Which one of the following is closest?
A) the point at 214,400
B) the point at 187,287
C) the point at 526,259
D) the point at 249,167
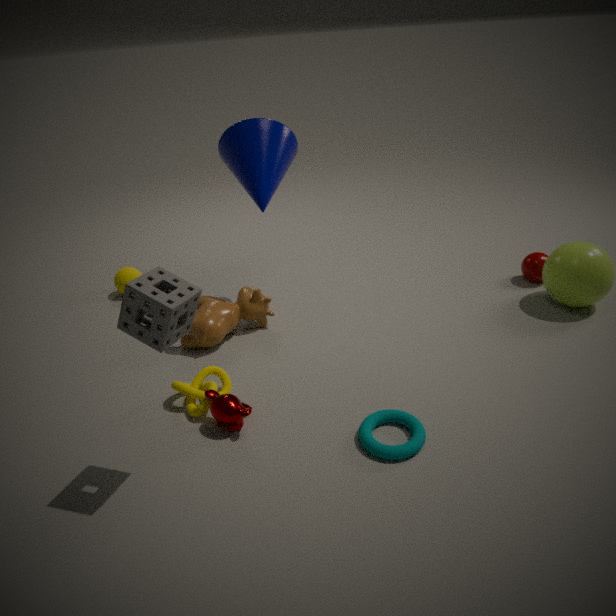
the point at 187,287
